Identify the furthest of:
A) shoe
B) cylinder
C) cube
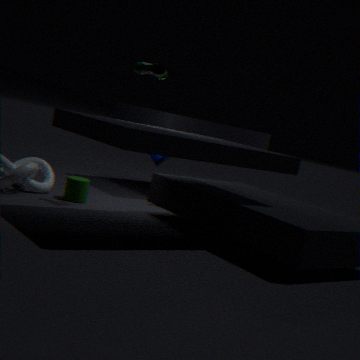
cube
